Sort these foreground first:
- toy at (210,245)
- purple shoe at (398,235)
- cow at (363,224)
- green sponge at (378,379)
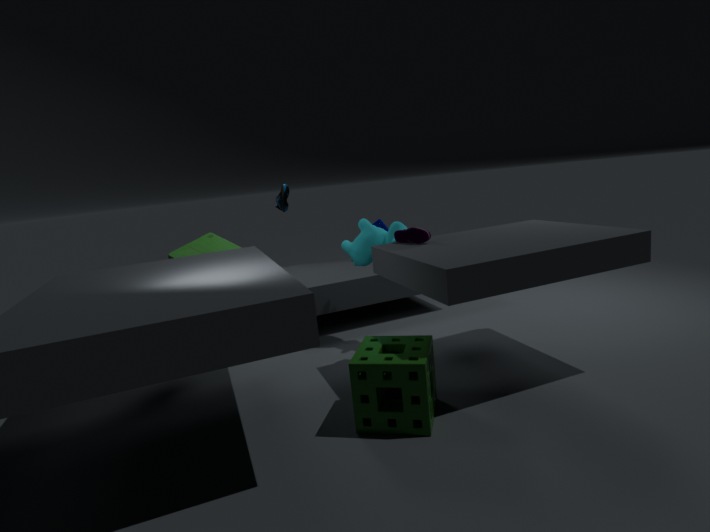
green sponge at (378,379), purple shoe at (398,235), cow at (363,224), toy at (210,245)
